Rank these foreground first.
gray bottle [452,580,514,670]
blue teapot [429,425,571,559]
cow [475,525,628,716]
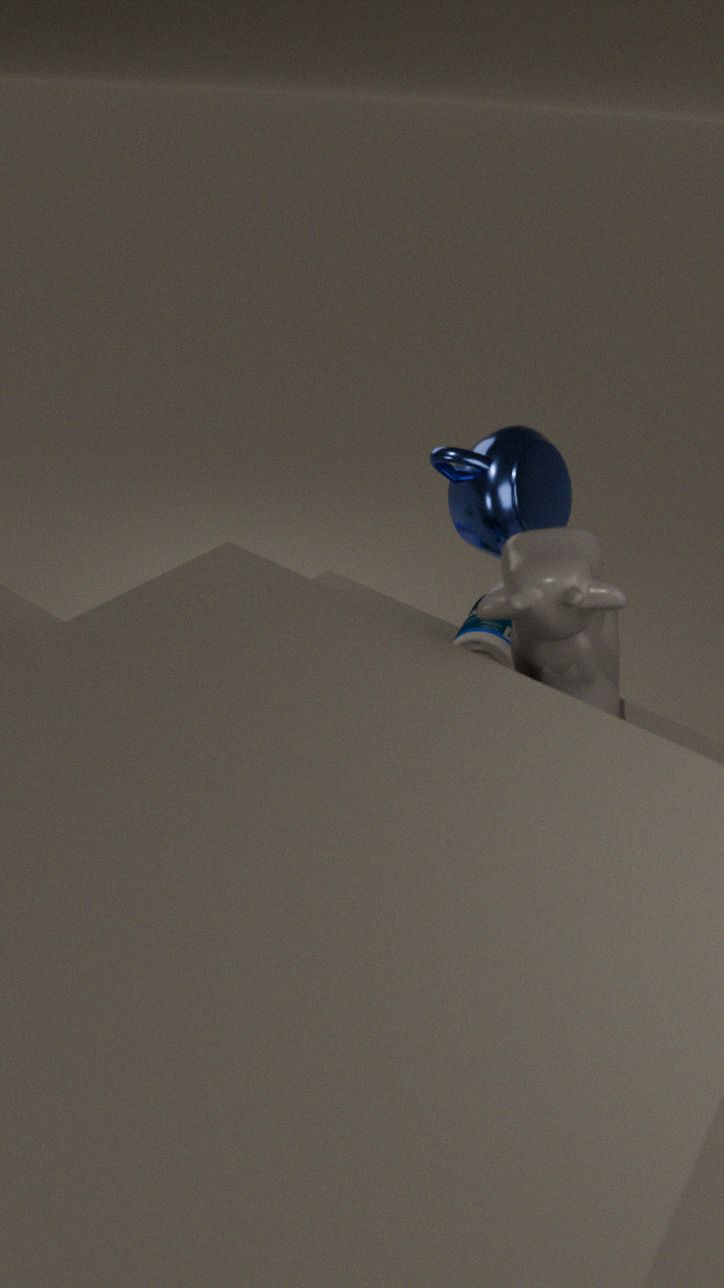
cow [475,525,628,716]
gray bottle [452,580,514,670]
blue teapot [429,425,571,559]
